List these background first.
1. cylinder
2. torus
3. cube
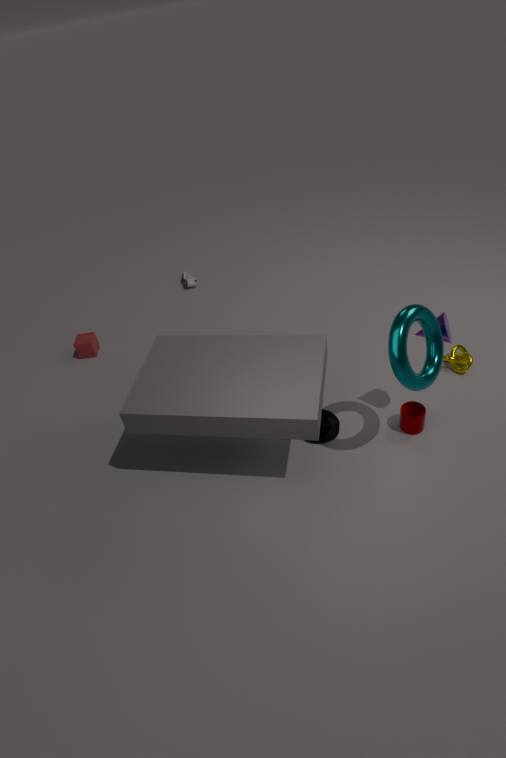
cube < cylinder < torus
